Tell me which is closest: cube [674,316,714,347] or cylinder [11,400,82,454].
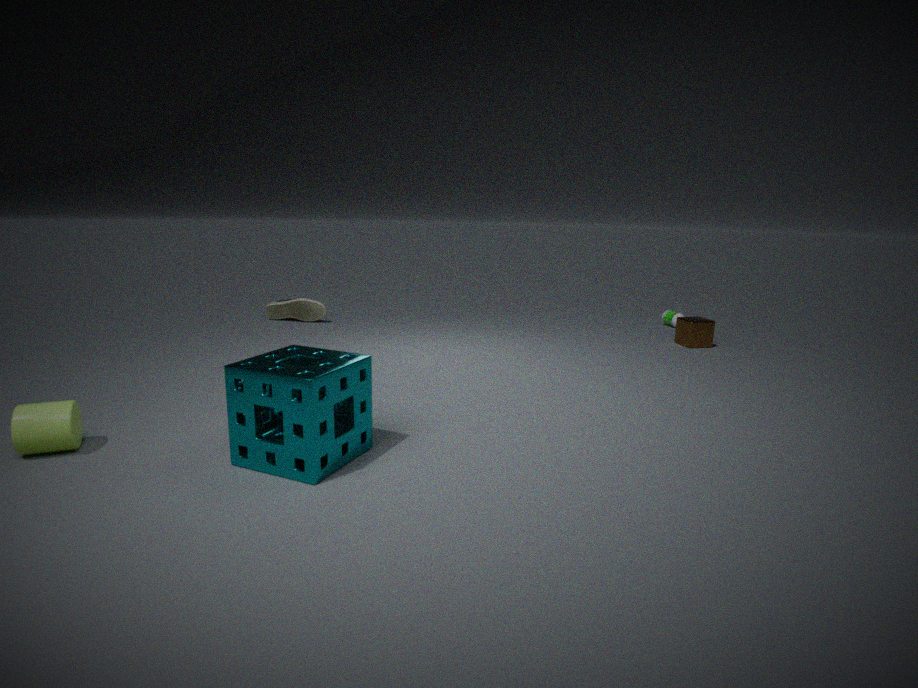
cylinder [11,400,82,454]
